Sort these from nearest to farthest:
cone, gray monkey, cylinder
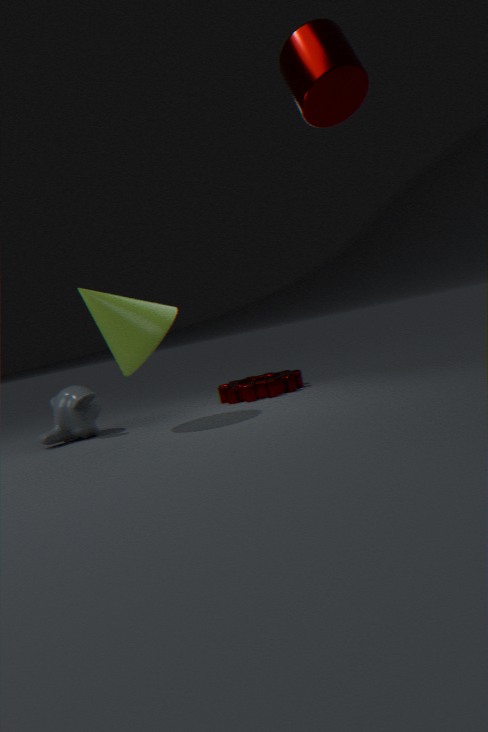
cylinder → cone → gray monkey
